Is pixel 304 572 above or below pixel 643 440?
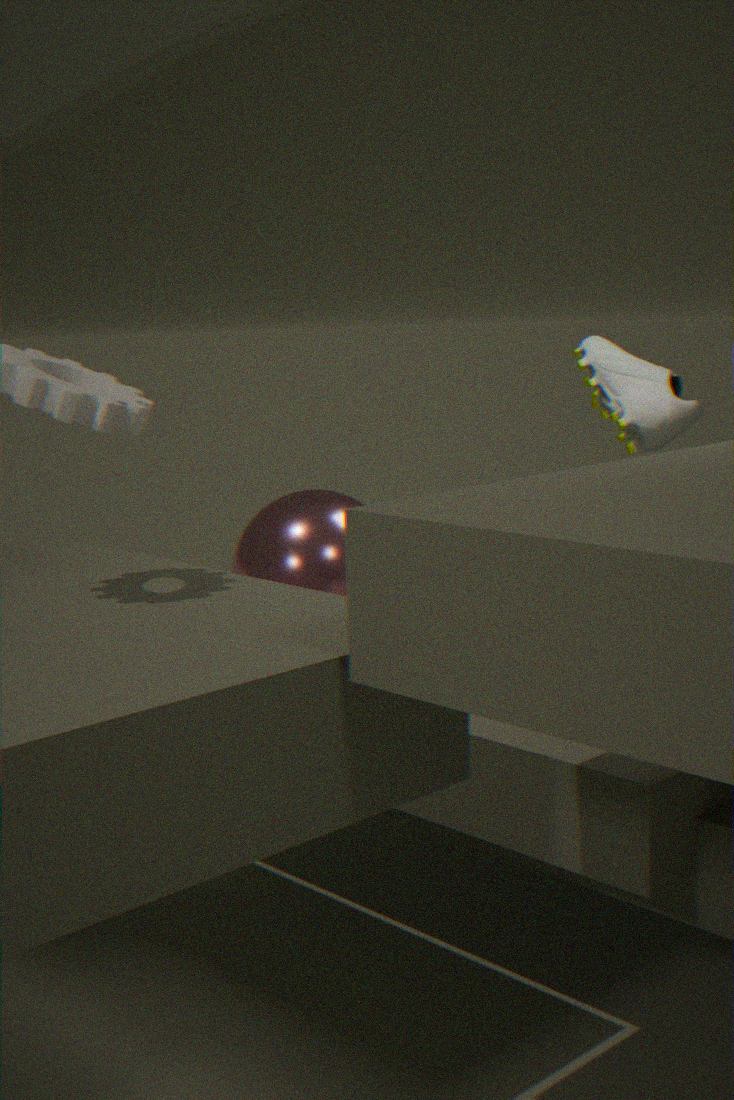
below
